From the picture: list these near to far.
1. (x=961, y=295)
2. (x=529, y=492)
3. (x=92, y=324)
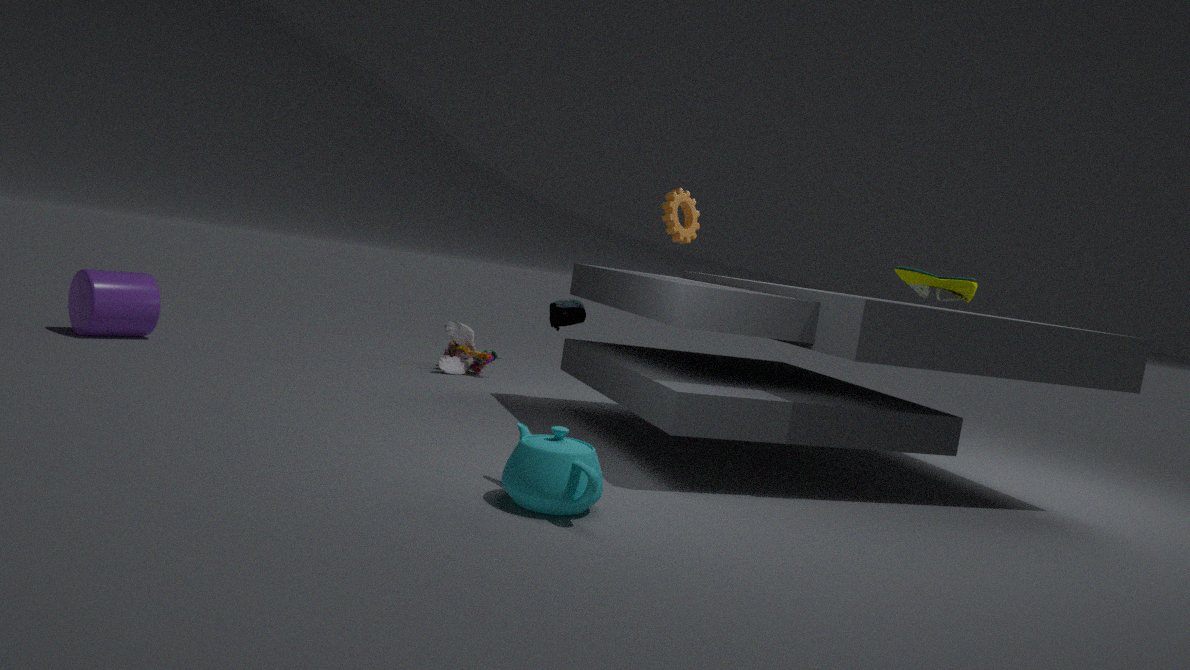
(x=529, y=492), (x=961, y=295), (x=92, y=324)
